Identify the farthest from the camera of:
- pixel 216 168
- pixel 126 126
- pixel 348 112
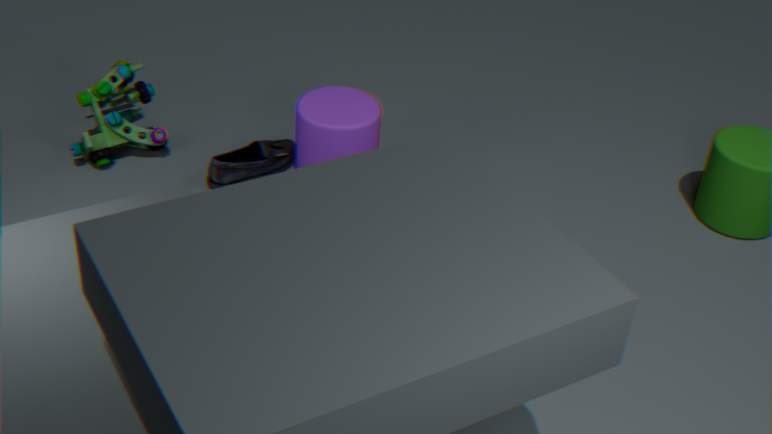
pixel 126 126
